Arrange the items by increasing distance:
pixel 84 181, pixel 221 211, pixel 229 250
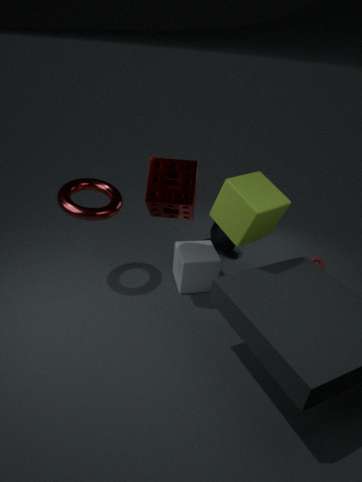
1. pixel 221 211
2. pixel 84 181
3. pixel 229 250
